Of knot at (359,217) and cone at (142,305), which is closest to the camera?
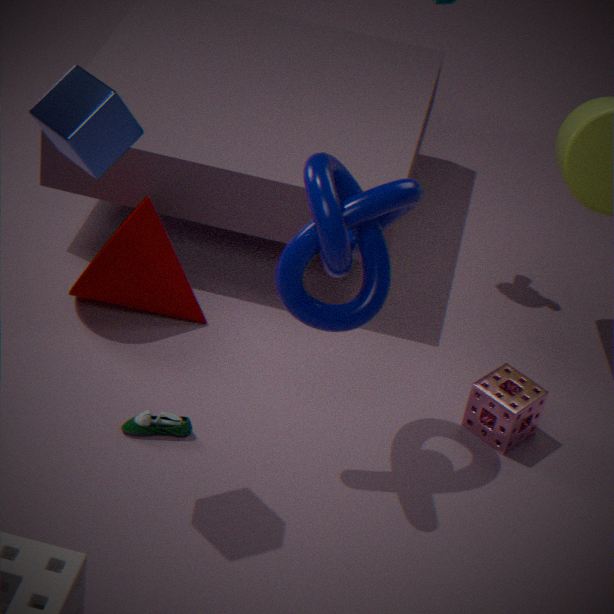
knot at (359,217)
